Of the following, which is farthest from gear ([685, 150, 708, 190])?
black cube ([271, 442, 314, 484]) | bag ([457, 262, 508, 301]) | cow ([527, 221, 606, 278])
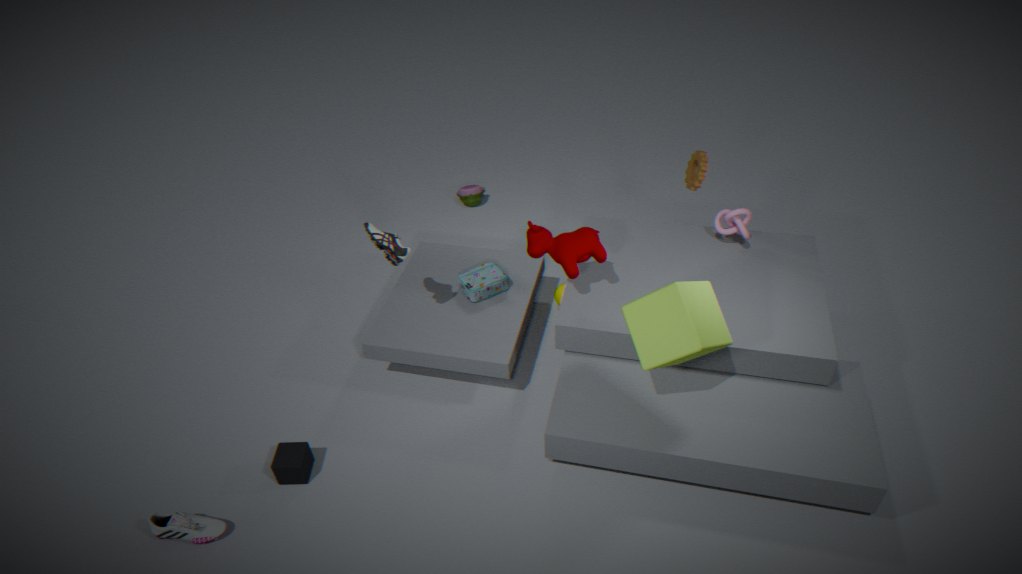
black cube ([271, 442, 314, 484])
